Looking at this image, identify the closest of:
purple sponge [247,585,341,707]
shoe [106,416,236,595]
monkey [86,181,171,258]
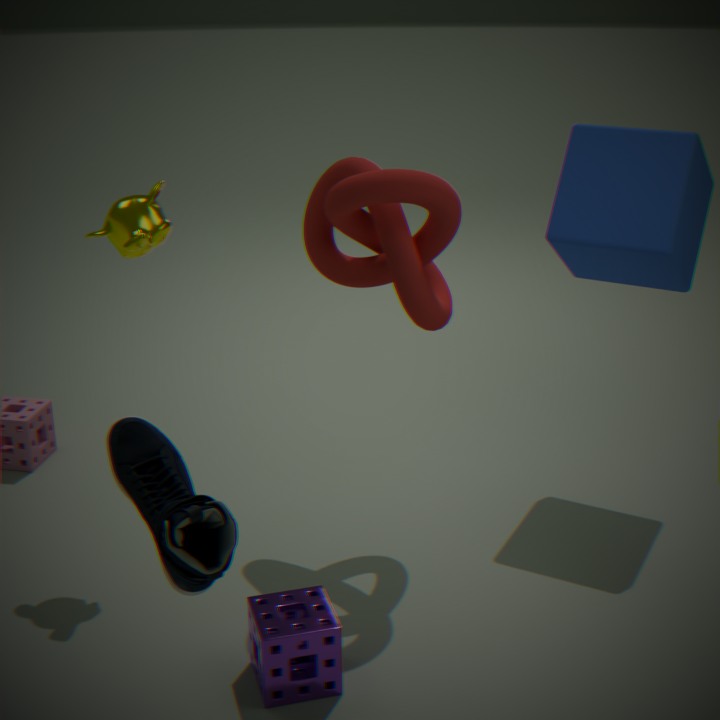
shoe [106,416,236,595]
